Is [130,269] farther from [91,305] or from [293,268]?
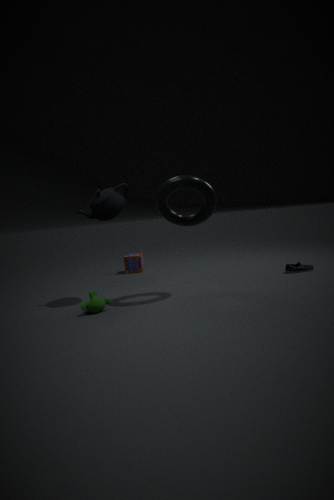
[293,268]
